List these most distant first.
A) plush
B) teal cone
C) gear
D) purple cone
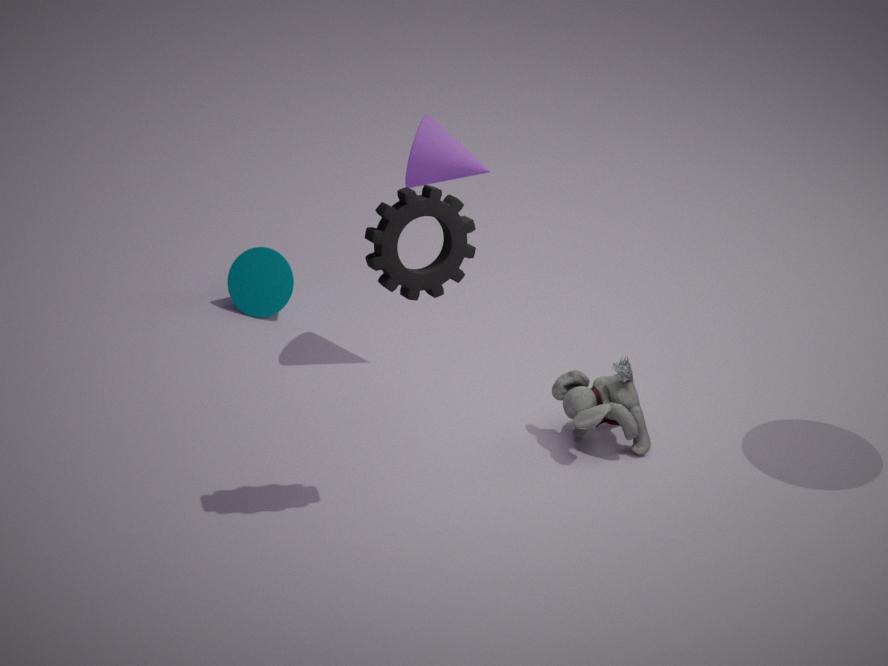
1. teal cone
2. purple cone
3. plush
4. gear
